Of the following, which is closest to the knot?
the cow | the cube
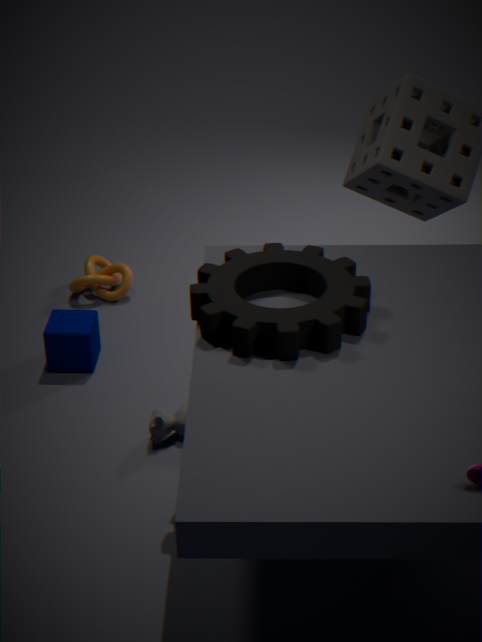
the cube
